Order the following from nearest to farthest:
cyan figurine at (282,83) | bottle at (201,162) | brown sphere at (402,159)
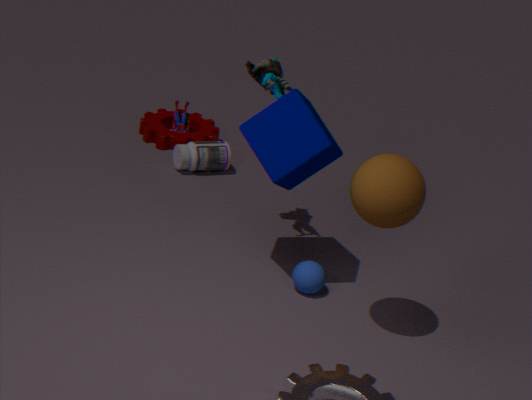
brown sphere at (402,159)
cyan figurine at (282,83)
bottle at (201,162)
